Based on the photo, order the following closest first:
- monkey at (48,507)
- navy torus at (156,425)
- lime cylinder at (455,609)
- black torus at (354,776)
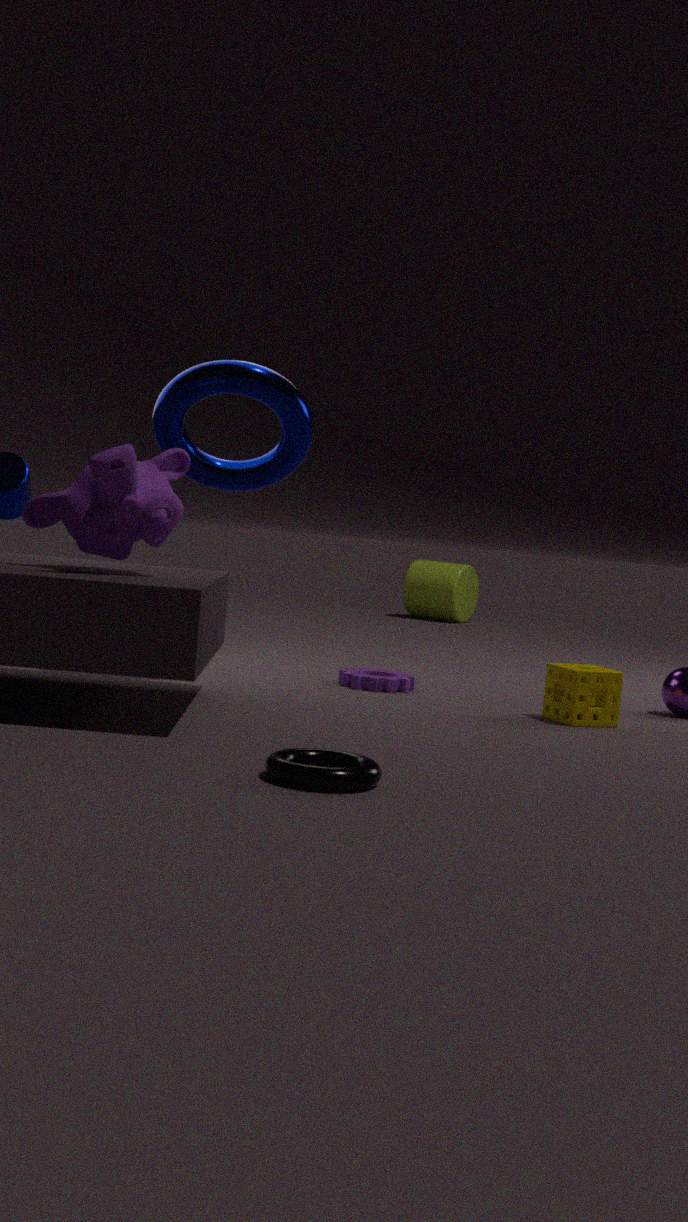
1. black torus at (354,776)
2. monkey at (48,507)
3. navy torus at (156,425)
4. lime cylinder at (455,609)
